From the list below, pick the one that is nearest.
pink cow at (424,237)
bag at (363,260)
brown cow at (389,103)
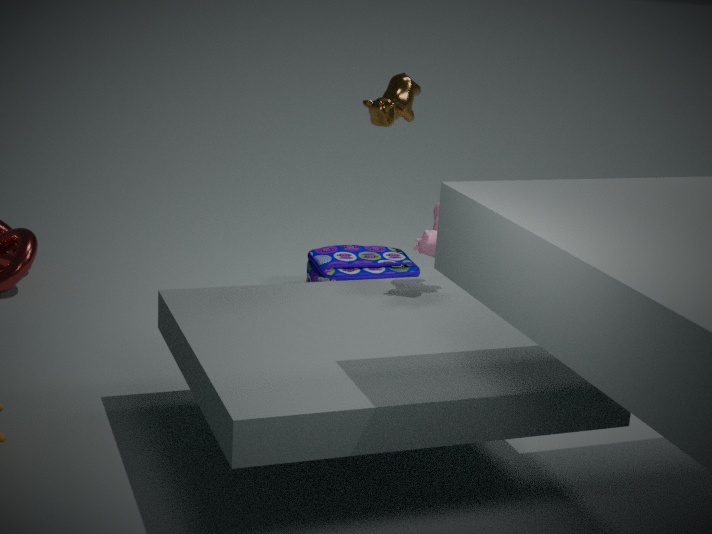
pink cow at (424,237)
